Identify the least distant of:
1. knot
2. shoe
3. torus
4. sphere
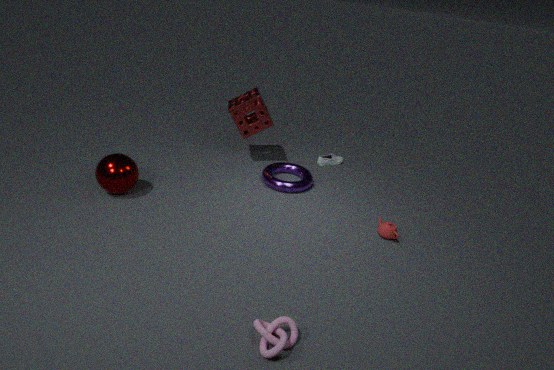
knot
